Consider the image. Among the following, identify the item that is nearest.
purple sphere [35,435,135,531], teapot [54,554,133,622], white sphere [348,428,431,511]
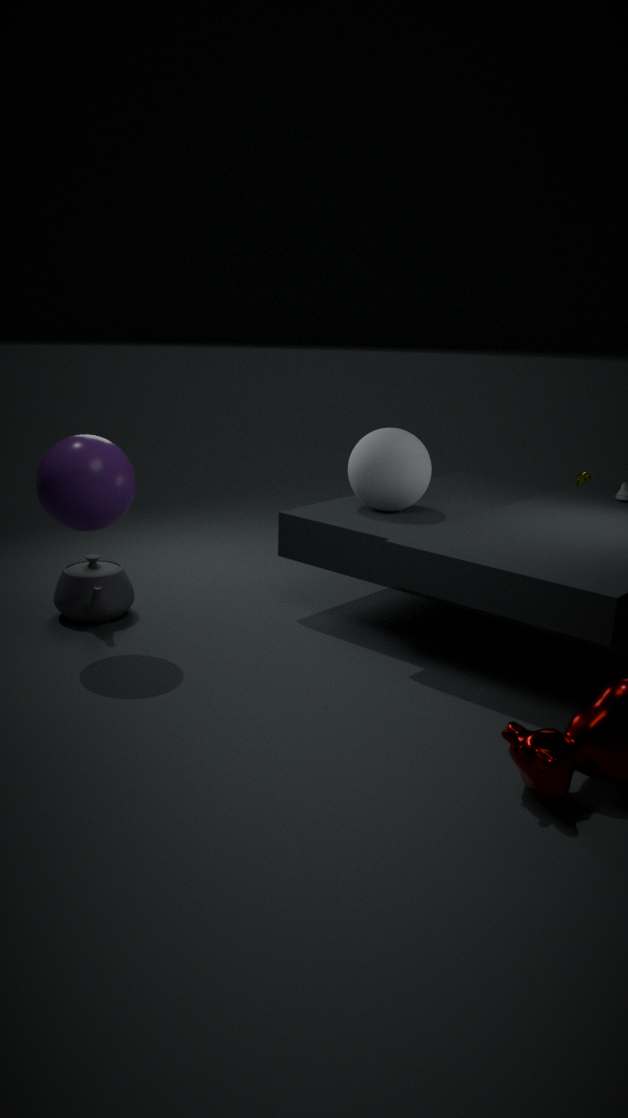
purple sphere [35,435,135,531]
